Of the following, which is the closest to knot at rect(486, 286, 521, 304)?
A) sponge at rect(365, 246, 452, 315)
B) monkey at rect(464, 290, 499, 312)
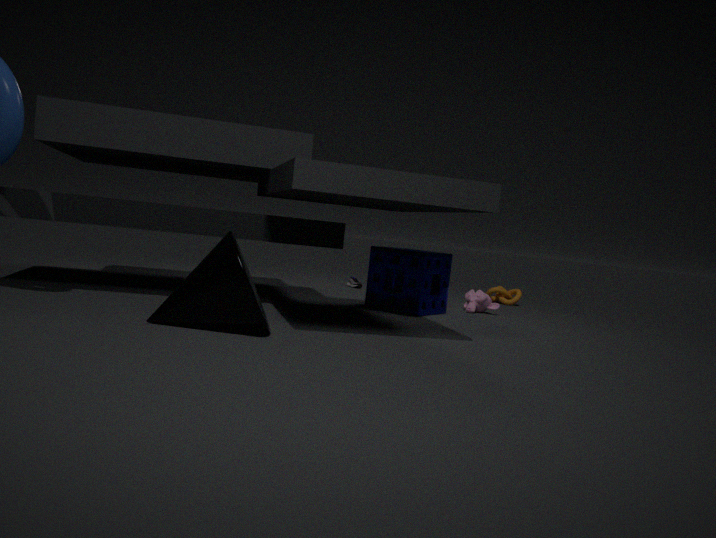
monkey at rect(464, 290, 499, 312)
